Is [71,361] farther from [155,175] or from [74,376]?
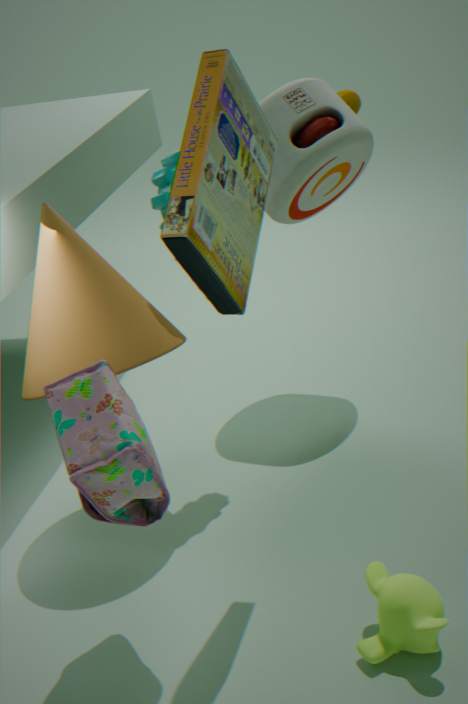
[74,376]
